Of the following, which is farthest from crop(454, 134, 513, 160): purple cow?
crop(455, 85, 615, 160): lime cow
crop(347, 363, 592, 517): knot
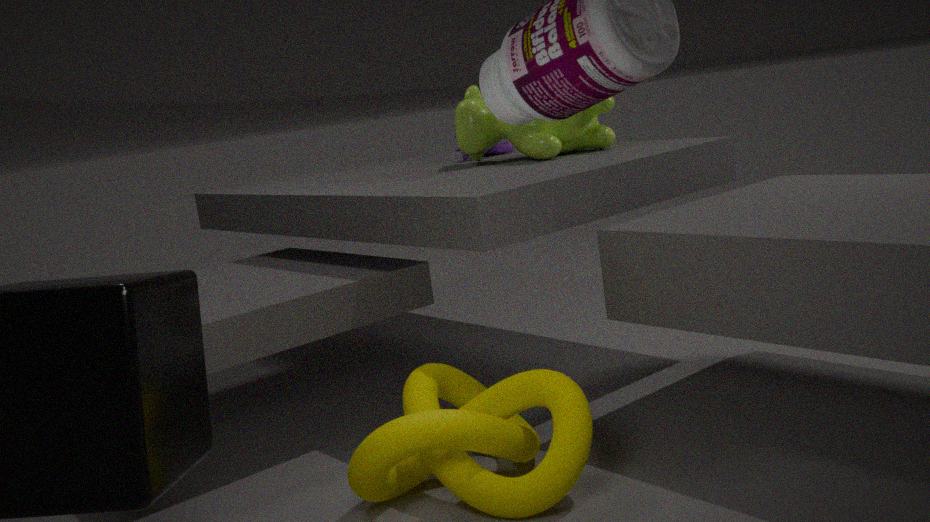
crop(347, 363, 592, 517): knot
